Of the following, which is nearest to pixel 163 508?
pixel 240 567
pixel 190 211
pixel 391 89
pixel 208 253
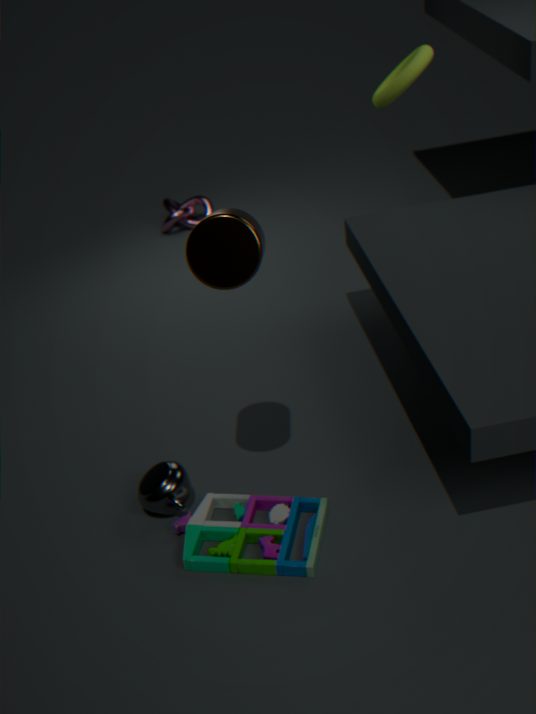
pixel 240 567
